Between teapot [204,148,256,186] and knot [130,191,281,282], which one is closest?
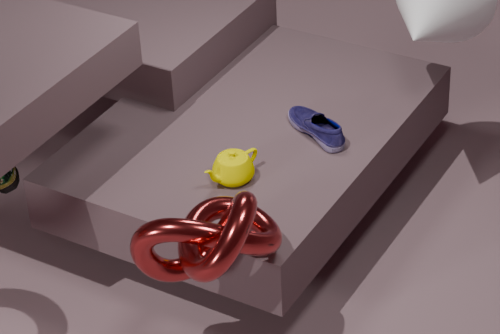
knot [130,191,281,282]
